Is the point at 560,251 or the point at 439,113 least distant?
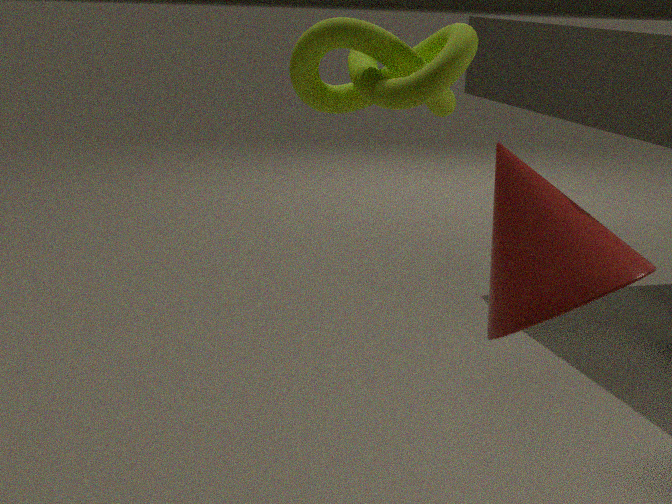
the point at 560,251
